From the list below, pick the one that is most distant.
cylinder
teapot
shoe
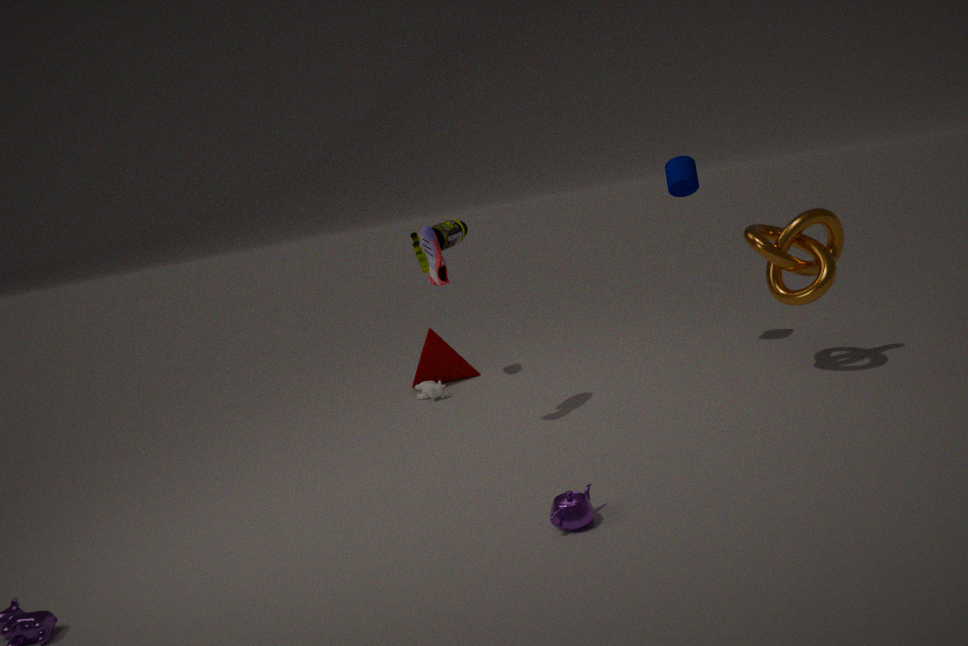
cylinder
